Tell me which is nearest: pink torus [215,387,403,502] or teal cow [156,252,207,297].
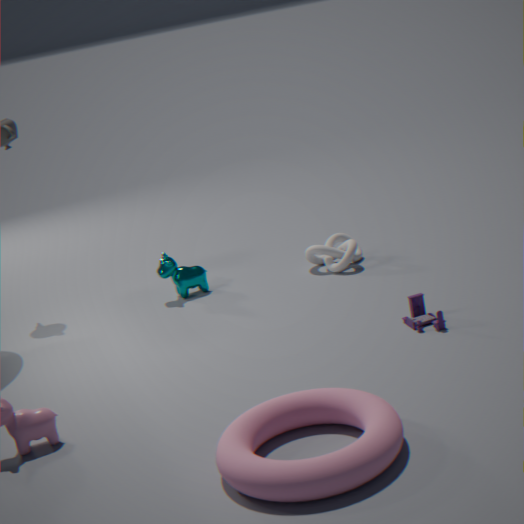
pink torus [215,387,403,502]
